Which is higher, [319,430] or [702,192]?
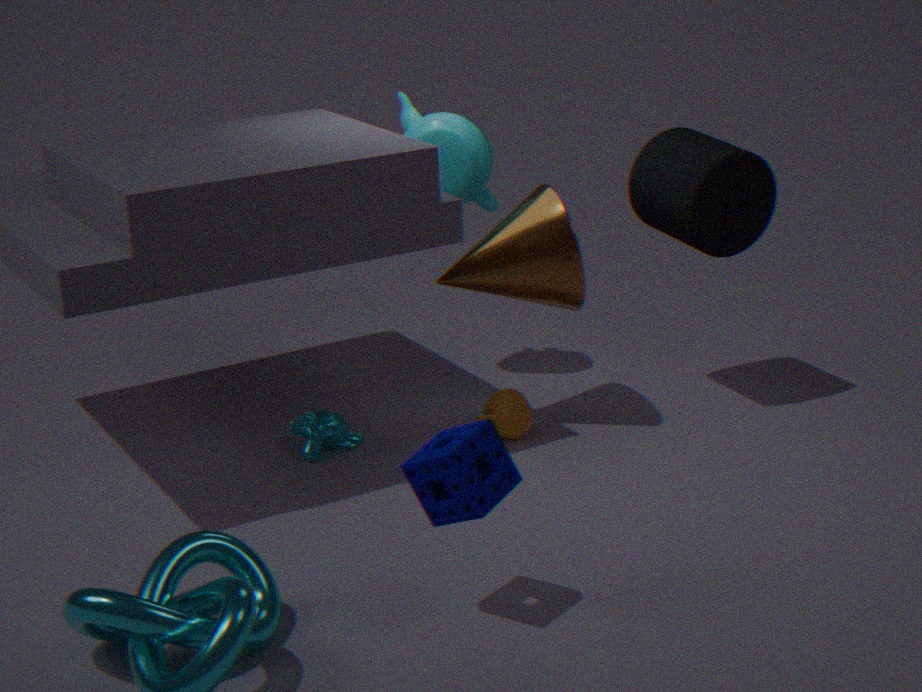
[702,192]
